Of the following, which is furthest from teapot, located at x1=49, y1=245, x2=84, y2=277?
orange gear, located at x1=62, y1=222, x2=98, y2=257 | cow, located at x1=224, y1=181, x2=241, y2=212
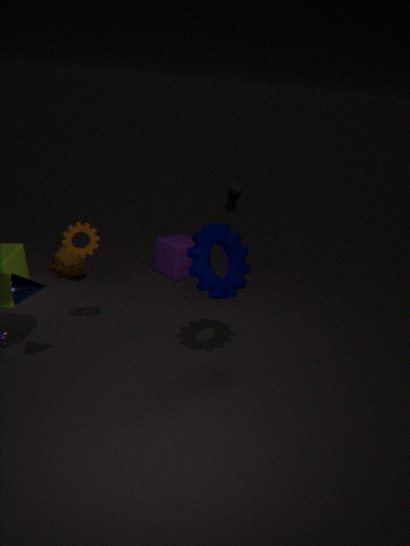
cow, located at x1=224, y1=181, x2=241, y2=212
